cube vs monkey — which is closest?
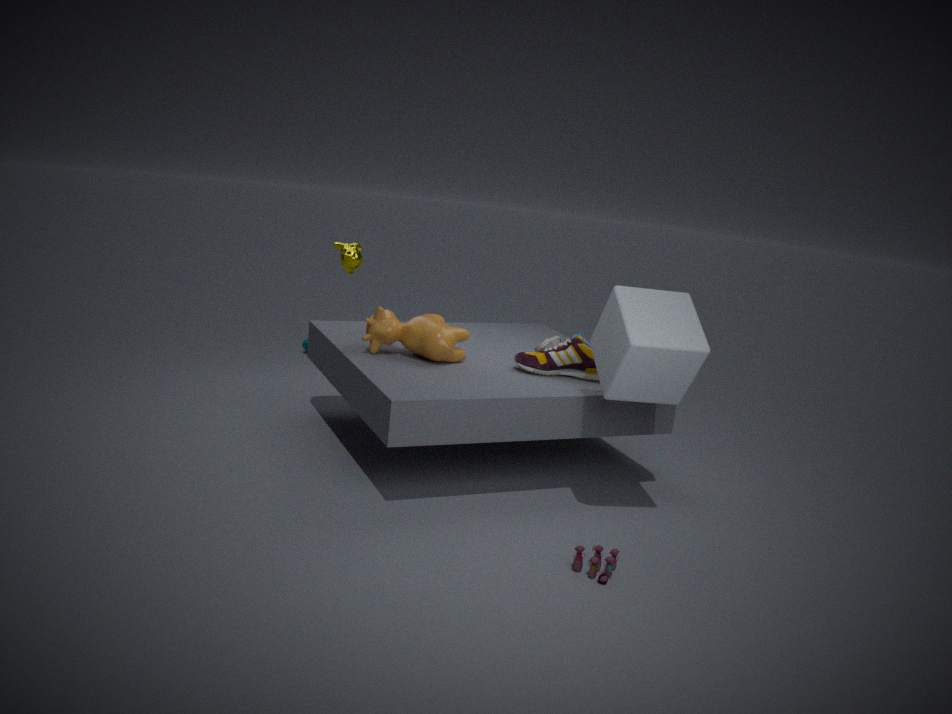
cube
